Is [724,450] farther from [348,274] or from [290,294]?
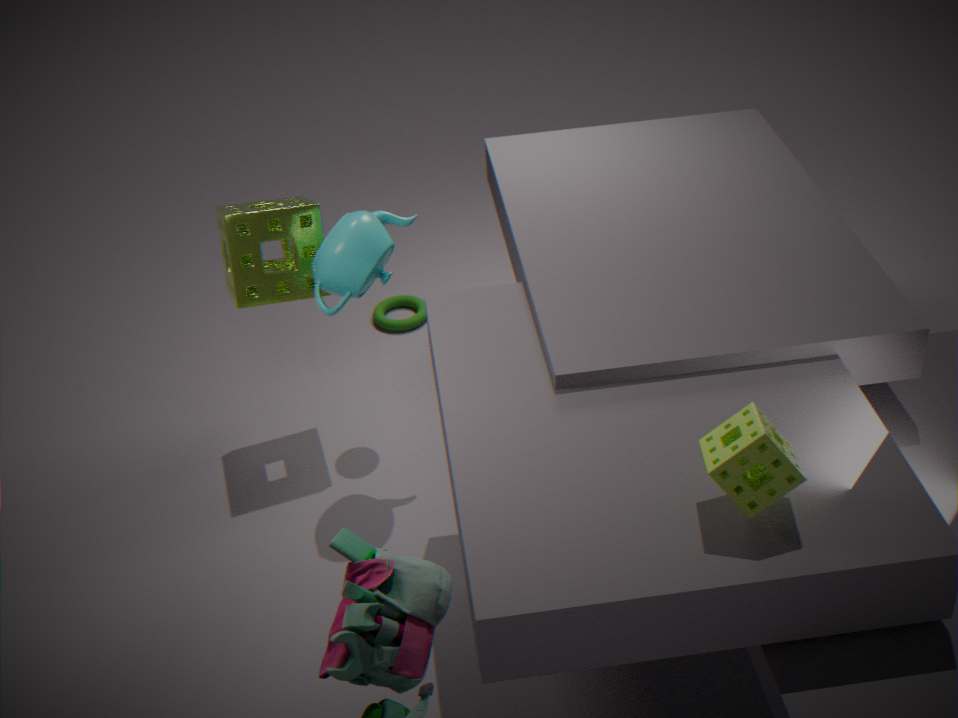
[290,294]
